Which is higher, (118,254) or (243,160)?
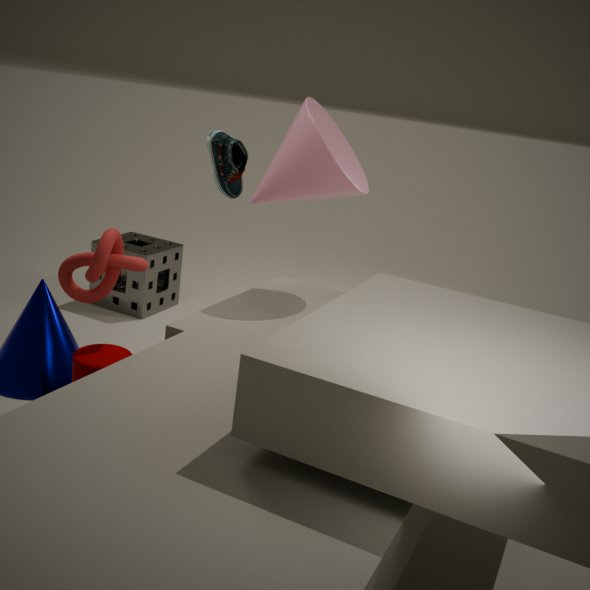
(243,160)
